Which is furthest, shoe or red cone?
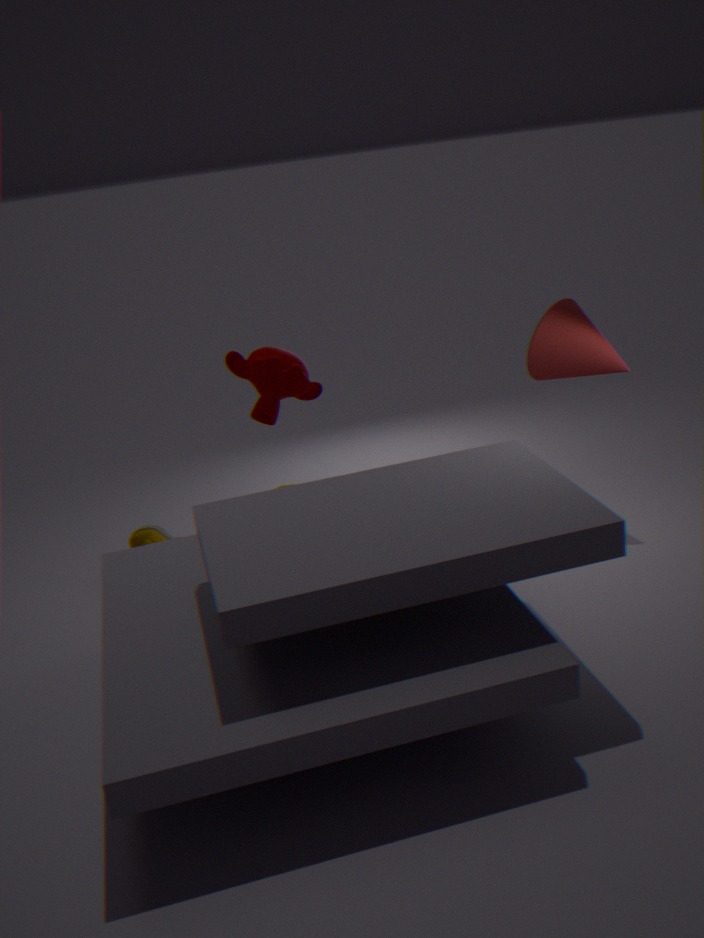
shoe
